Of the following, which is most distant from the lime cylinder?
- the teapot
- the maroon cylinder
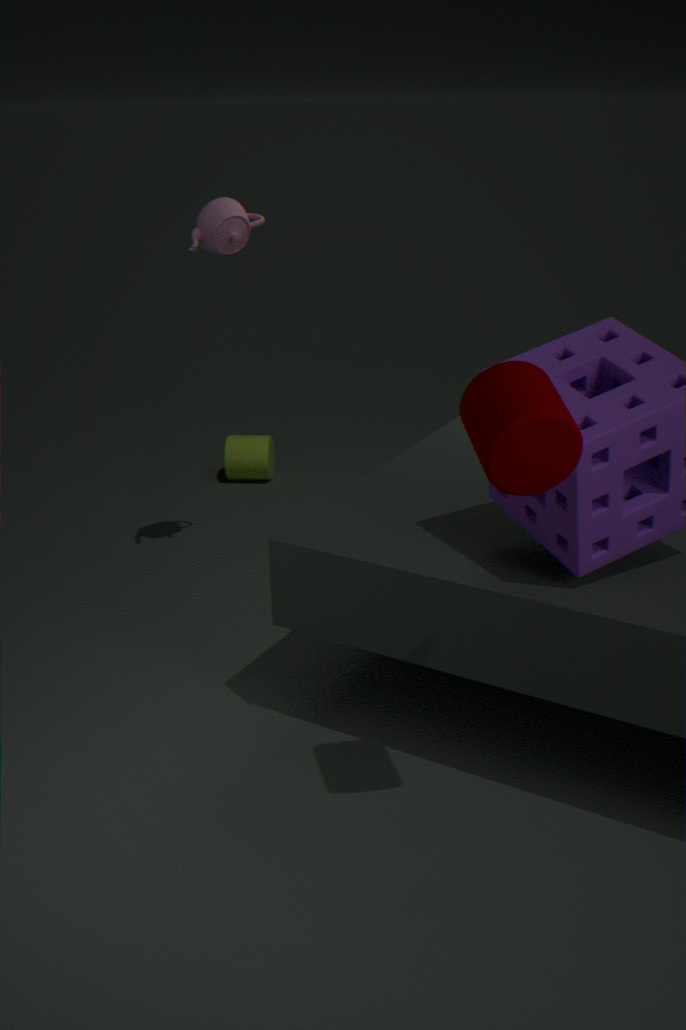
the maroon cylinder
